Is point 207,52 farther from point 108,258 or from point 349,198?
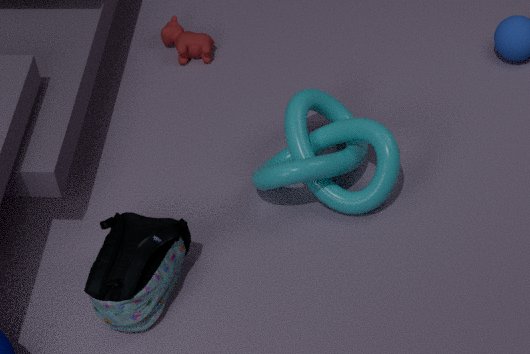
point 108,258
